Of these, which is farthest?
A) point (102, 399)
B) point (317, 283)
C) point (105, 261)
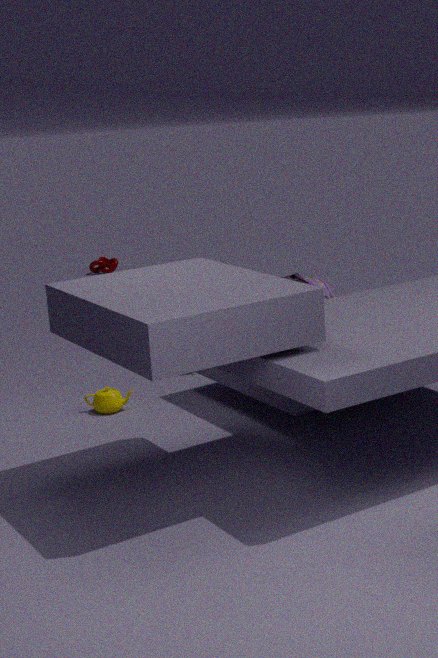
point (105, 261)
